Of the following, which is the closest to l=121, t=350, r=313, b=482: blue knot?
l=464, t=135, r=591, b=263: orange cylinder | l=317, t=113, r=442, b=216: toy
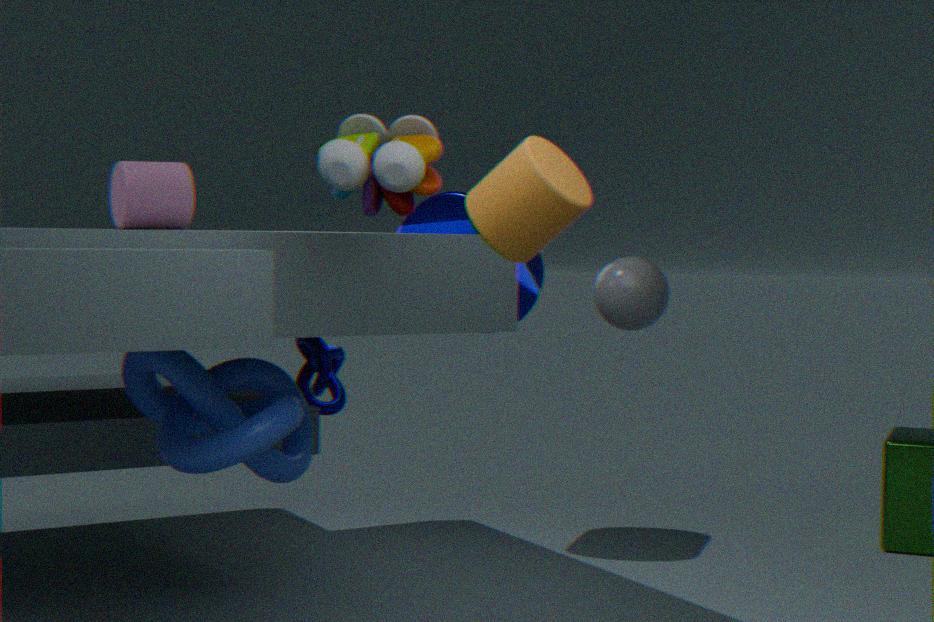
l=317, t=113, r=442, b=216: toy
